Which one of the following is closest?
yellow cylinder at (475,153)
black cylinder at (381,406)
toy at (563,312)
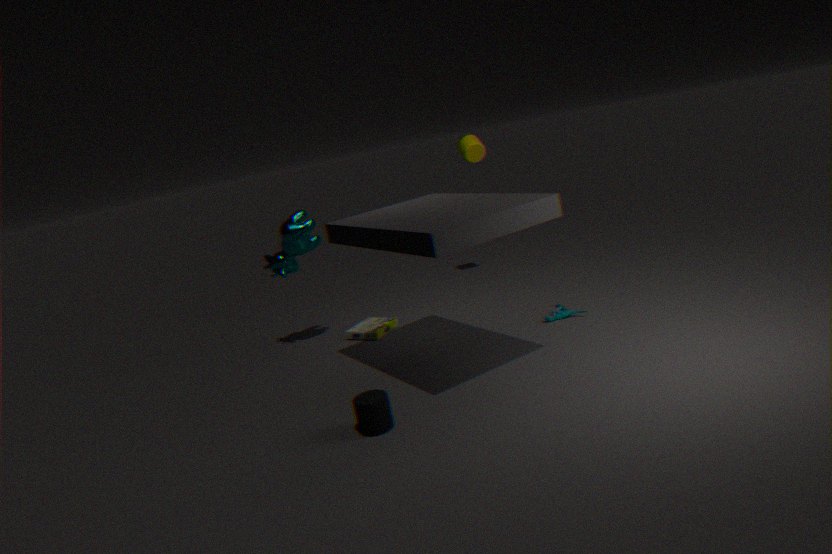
black cylinder at (381,406)
